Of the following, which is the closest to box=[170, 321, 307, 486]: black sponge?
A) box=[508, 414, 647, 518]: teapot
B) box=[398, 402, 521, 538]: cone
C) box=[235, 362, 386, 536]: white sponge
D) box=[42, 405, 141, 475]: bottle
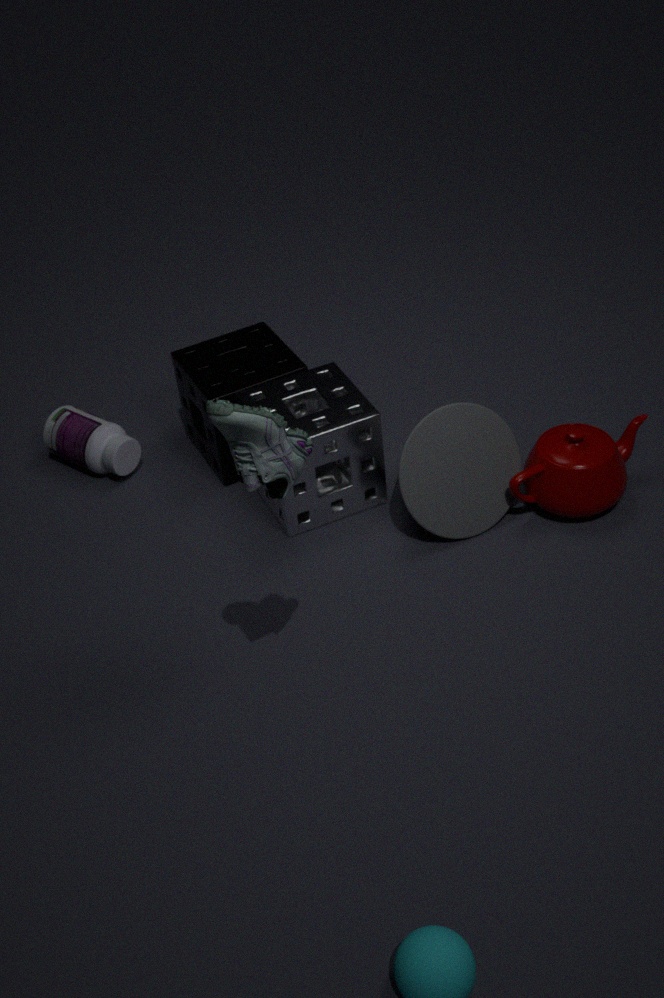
box=[235, 362, 386, 536]: white sponge
